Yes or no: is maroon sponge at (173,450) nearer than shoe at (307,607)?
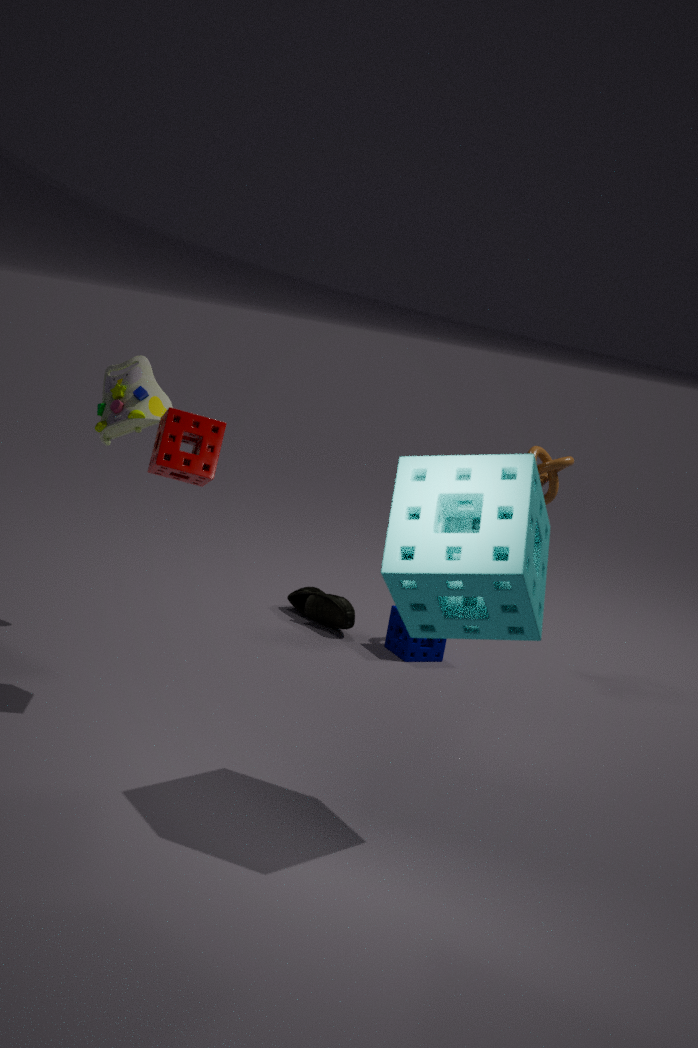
Yes
